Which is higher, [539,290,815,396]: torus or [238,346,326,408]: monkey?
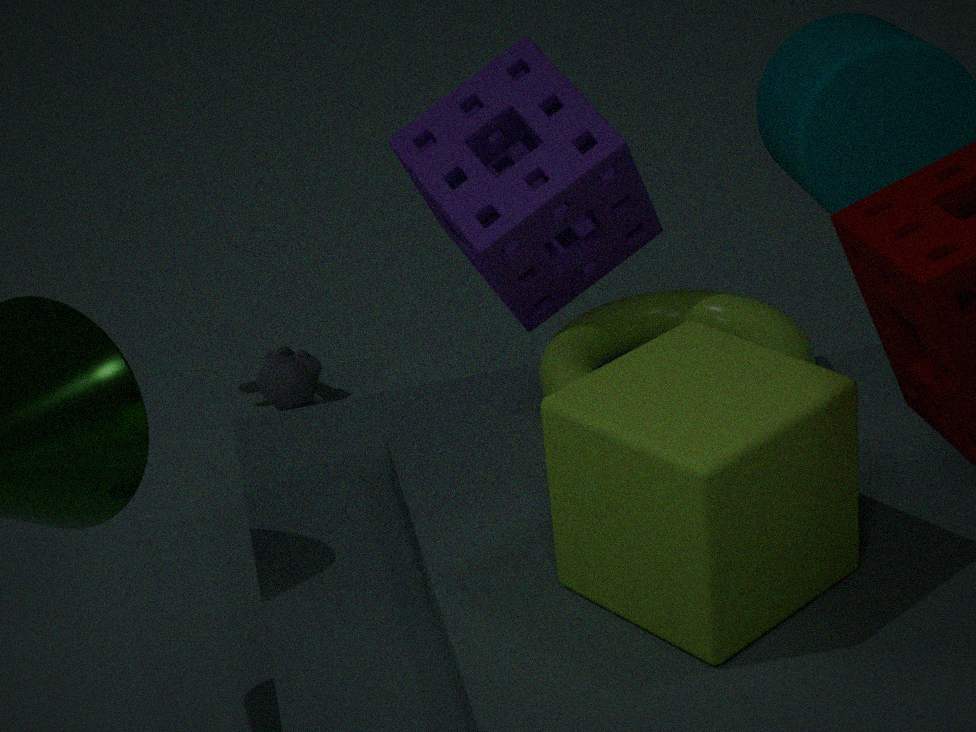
[539,290,815,396]: torus
